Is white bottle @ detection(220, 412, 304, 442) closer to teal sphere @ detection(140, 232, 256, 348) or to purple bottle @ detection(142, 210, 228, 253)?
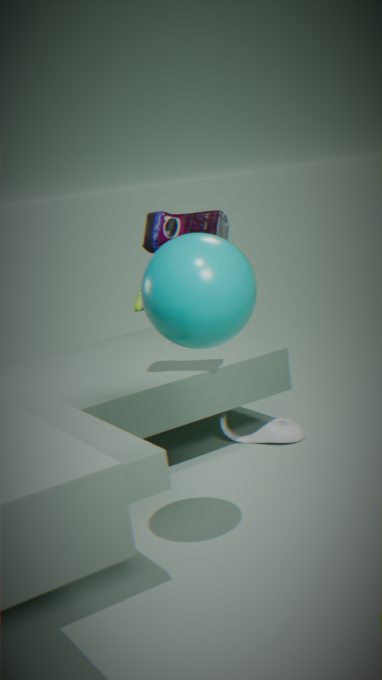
purple bottle @ detection(142, 210, 228, 253)
